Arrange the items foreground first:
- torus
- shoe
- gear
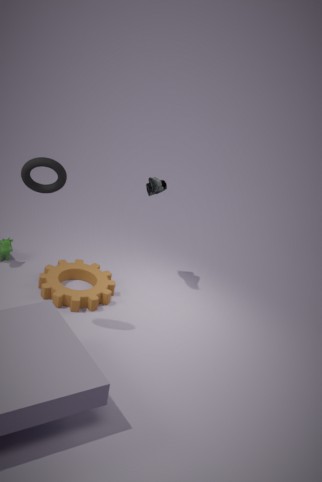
1. torus
2. gear
3. shoe
